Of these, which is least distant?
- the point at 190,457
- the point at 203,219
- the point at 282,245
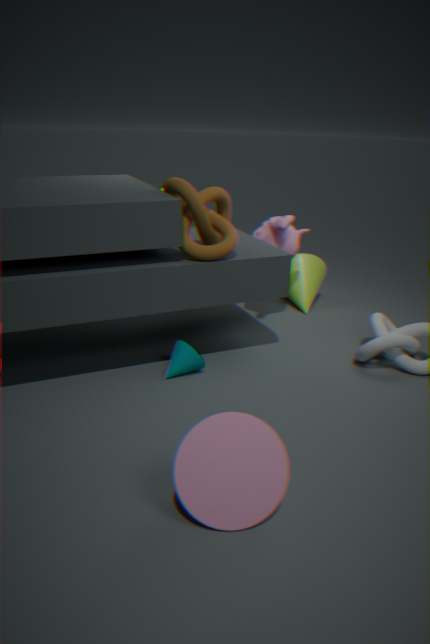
the point at 190,457
